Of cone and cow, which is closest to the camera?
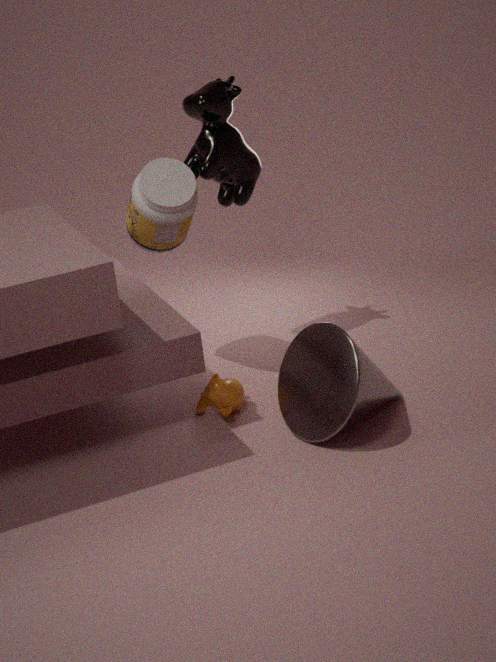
cone
